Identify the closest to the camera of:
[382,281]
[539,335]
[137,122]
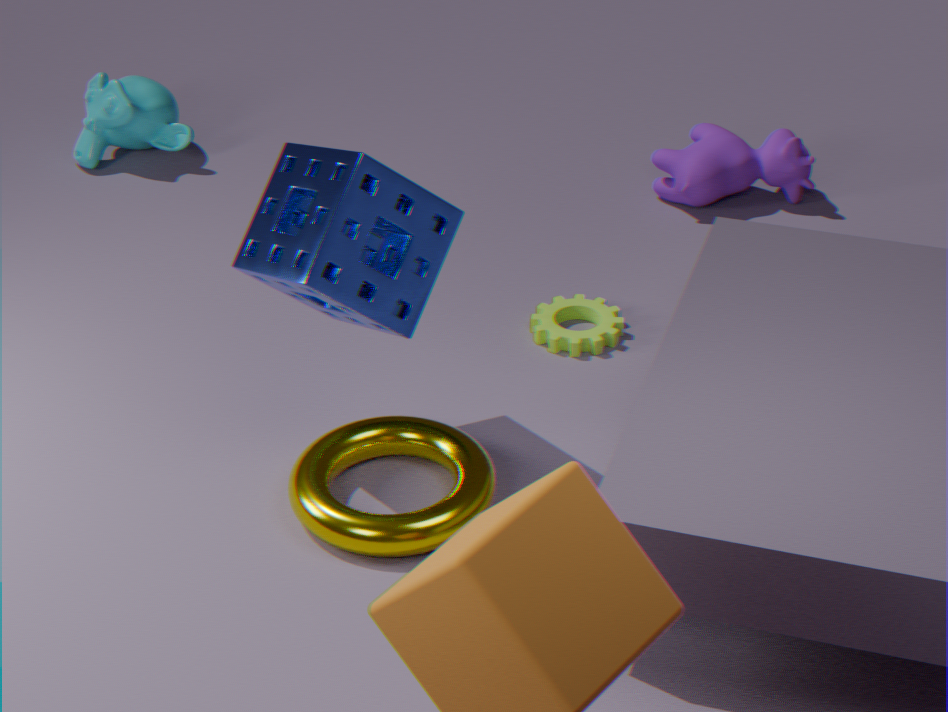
[382,281]
